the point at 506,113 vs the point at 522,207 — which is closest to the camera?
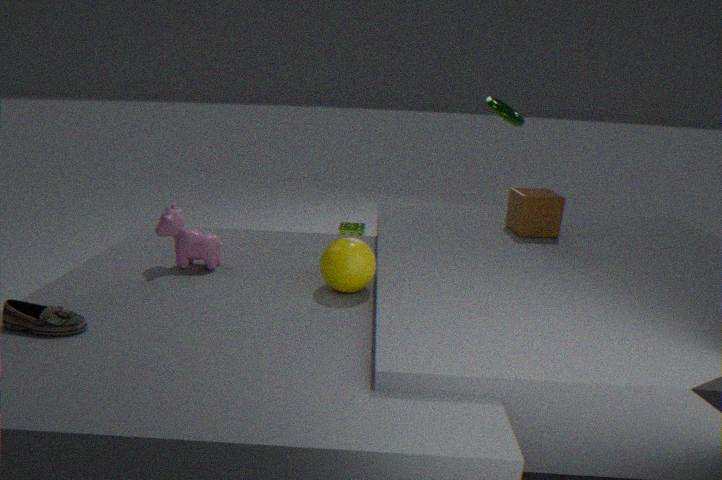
the point at 522,207
